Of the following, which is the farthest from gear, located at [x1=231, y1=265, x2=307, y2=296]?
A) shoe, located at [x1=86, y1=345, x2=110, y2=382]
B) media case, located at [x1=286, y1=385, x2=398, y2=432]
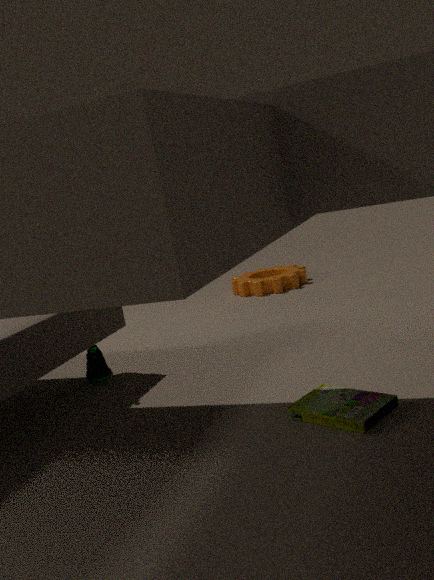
media case, located at [x1=286, y1=385, x2=398, y2=432]
